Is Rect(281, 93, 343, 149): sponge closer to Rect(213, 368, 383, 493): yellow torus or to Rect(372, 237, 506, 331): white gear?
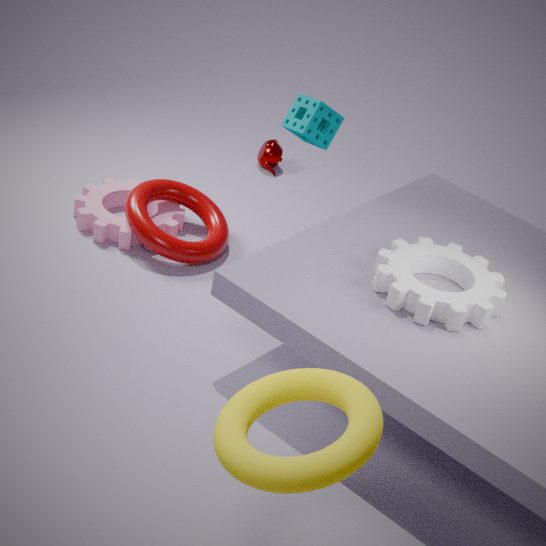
Rect(372, 237, 506, 331): white gear
